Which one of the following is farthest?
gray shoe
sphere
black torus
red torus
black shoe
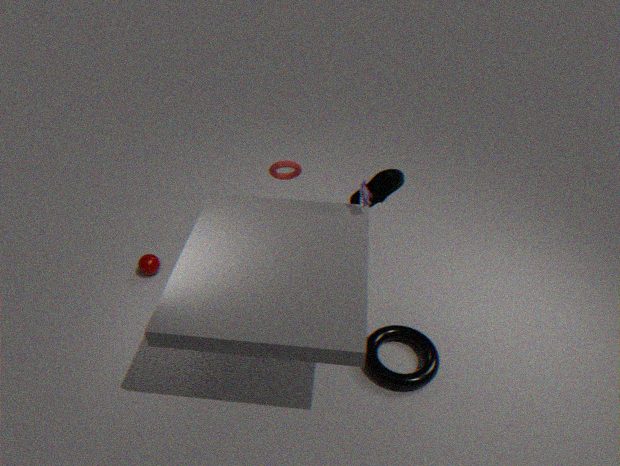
sphere
